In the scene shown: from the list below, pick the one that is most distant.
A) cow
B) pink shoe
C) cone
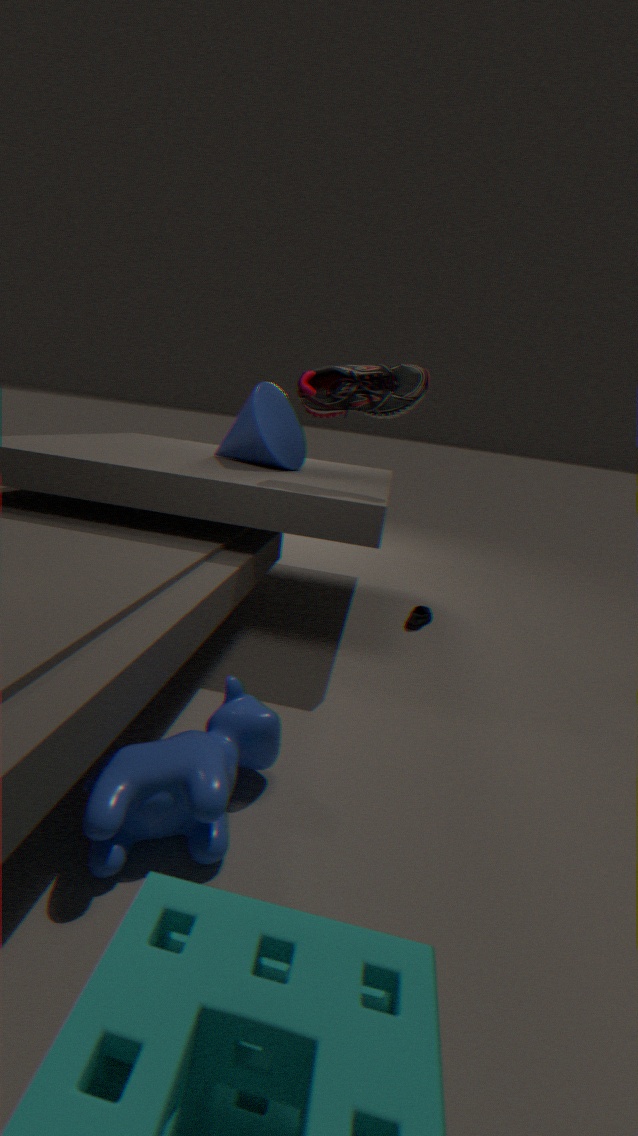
cone
